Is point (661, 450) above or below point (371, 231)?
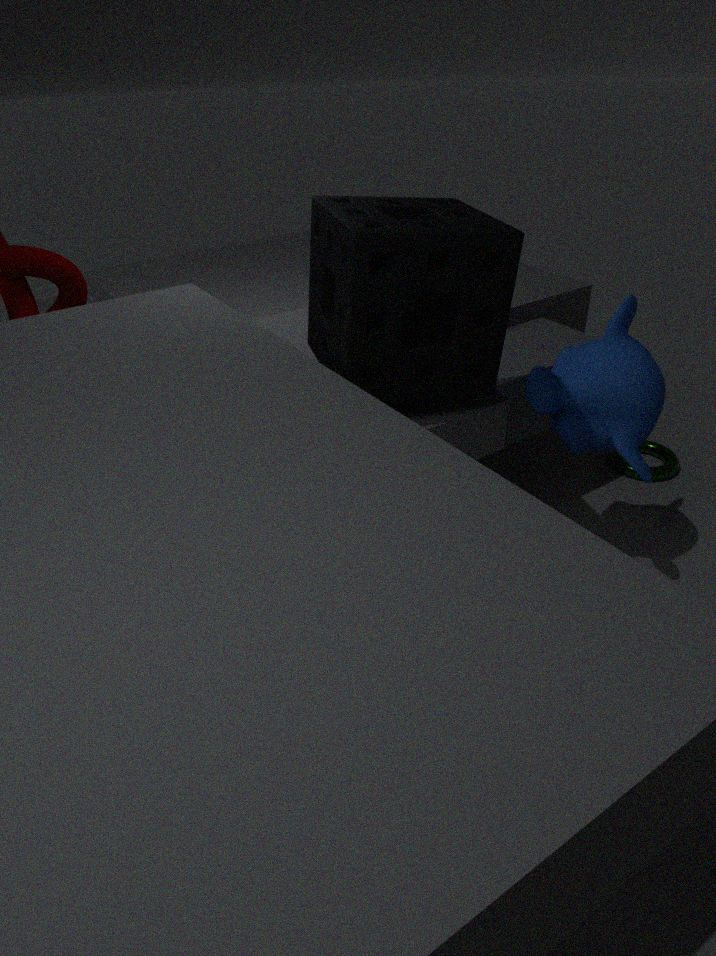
below
